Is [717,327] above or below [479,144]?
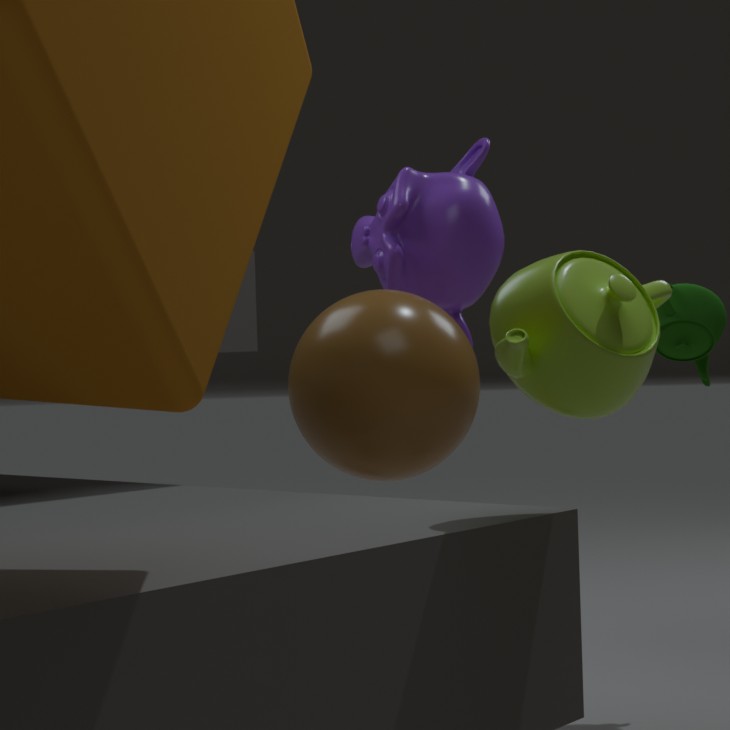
below
